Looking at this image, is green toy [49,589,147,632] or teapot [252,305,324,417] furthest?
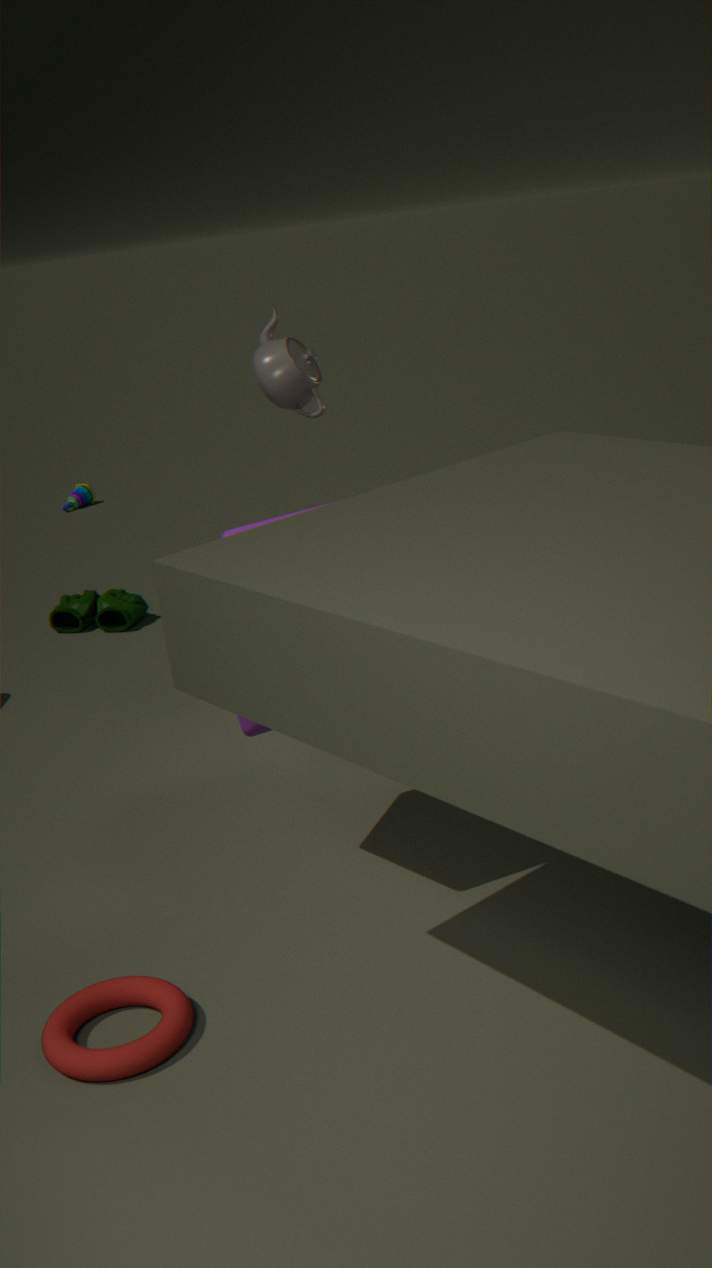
green toy [49,589,147,632]
